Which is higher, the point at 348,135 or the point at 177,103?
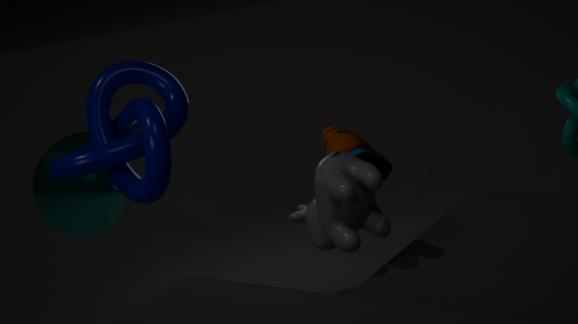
the point at 177,103
